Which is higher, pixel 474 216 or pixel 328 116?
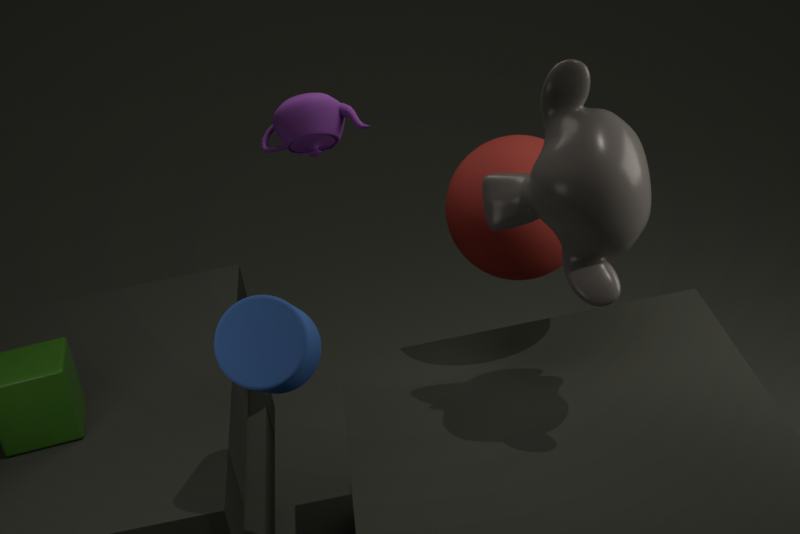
pixel 328 116
